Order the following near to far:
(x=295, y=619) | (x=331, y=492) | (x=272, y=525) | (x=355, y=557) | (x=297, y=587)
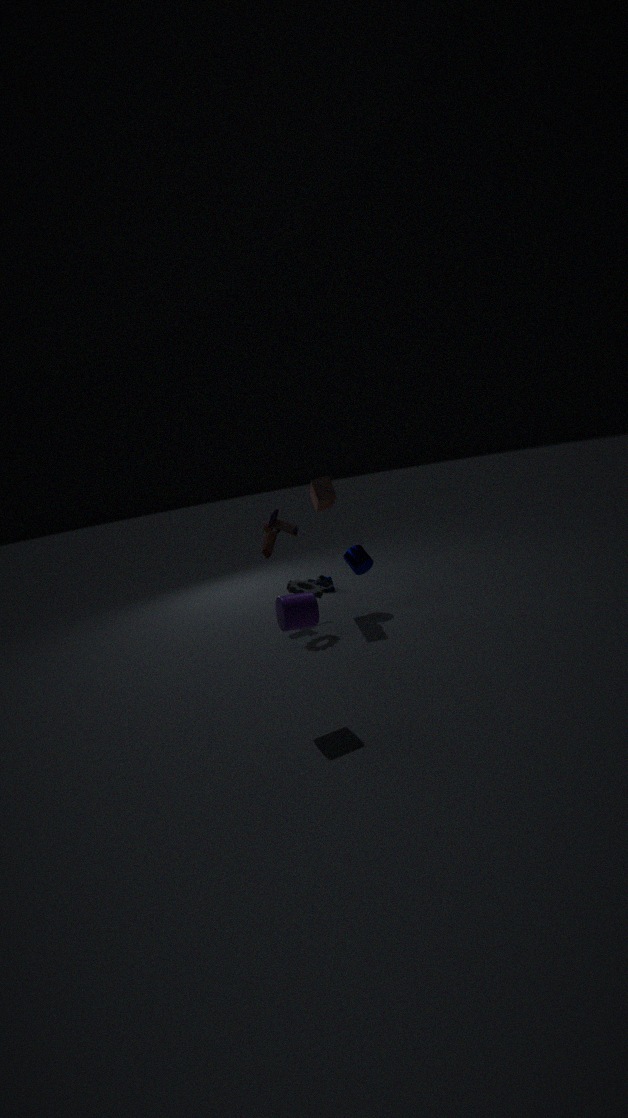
(x=295, y=619)
(x=297, y=587)
(x=331, y=492)
(x=355, y=557)
(x=272, y=525)
